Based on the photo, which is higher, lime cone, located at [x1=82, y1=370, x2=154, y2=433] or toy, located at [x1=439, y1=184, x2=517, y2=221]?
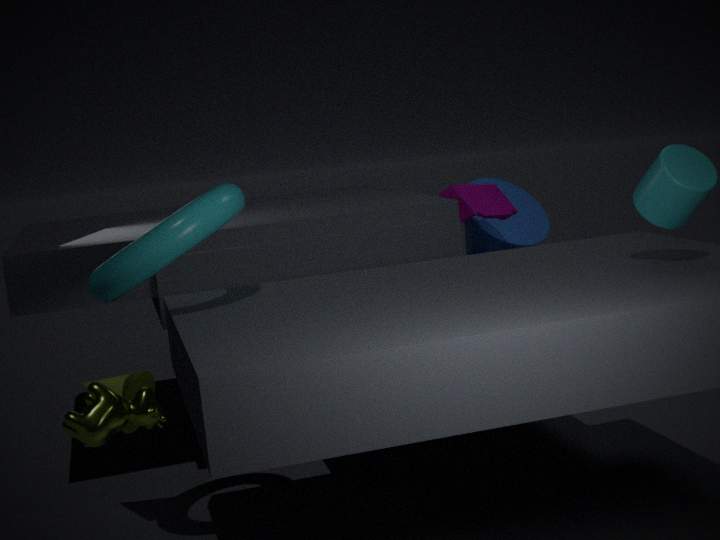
toy, located at [x1=439, y1=184, x2=517, y2=221]
